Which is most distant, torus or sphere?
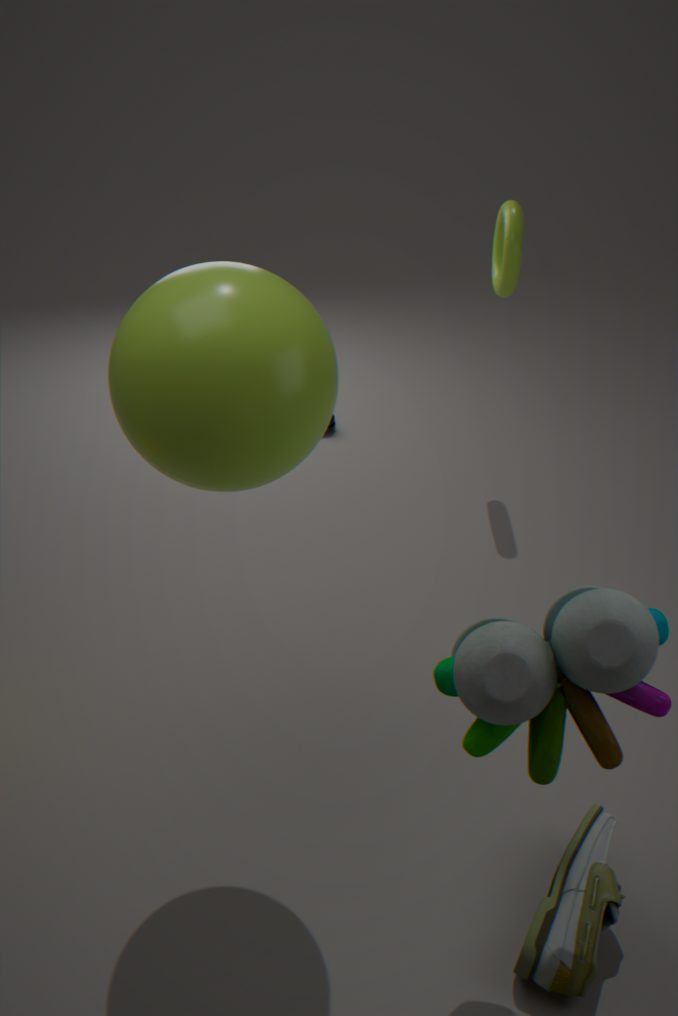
torus
